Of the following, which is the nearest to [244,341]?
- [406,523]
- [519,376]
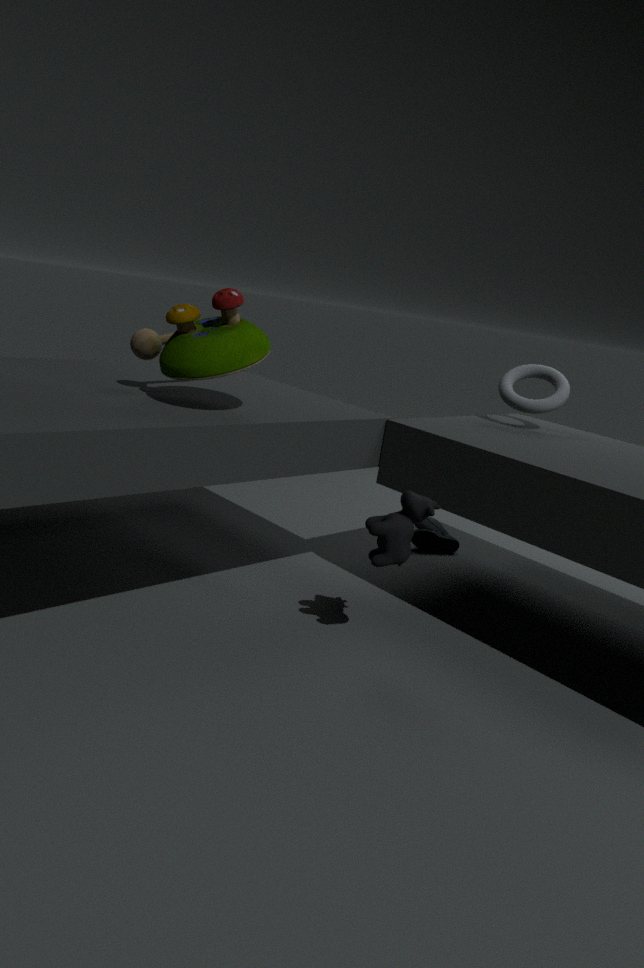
[406,523]
